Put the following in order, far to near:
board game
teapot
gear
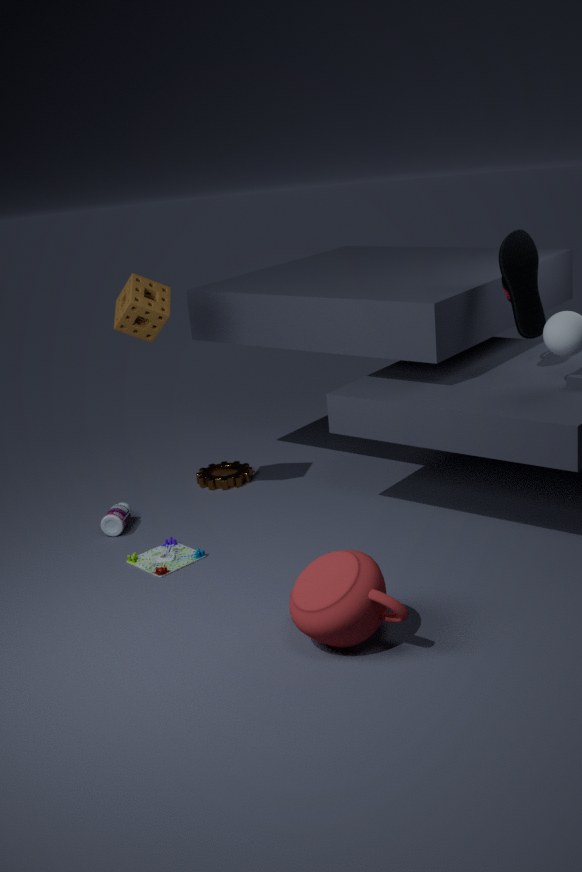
1. gear
2. board game
3. teapot
